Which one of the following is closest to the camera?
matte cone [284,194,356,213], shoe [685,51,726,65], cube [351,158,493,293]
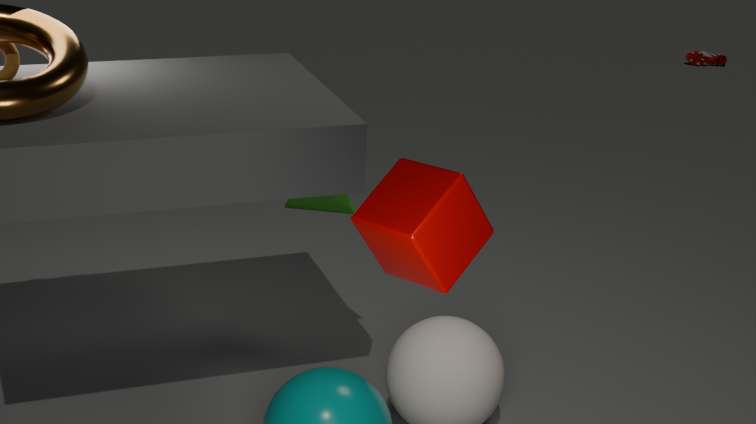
cube [351,158,493,293]
